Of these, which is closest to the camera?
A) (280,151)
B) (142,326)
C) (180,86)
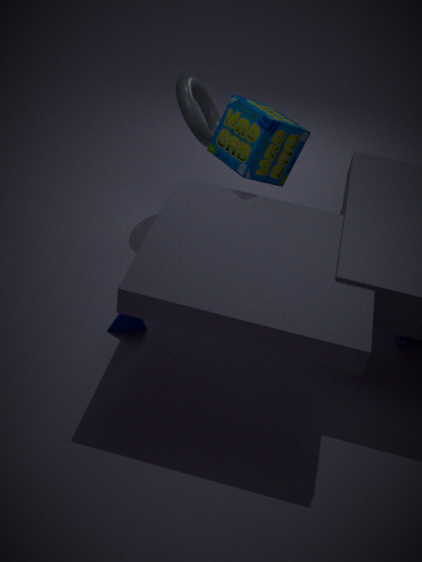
(142,326)
